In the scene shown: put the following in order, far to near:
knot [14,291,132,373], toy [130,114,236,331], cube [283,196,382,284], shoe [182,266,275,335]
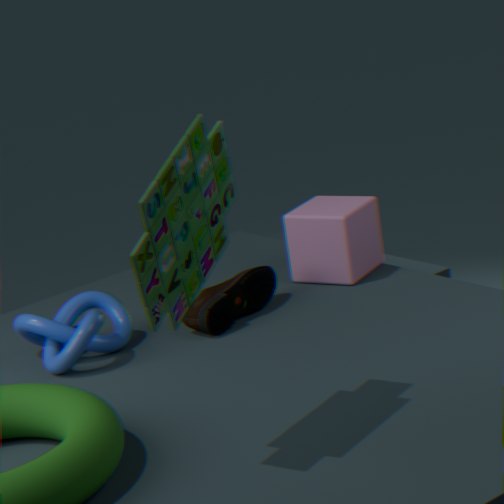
cube [283,196,382,284] < shoe [182,266,275,335] < knot [14,291,132,373] < toy [130,114,236,331]
